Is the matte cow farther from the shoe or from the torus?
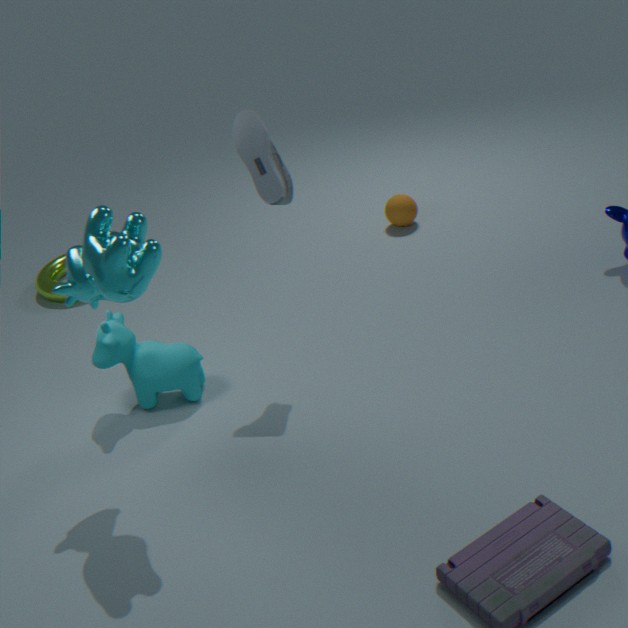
the torus
